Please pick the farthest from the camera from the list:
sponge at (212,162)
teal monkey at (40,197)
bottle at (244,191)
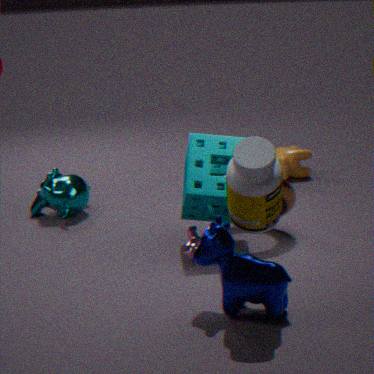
teal monkey at (40,197)
